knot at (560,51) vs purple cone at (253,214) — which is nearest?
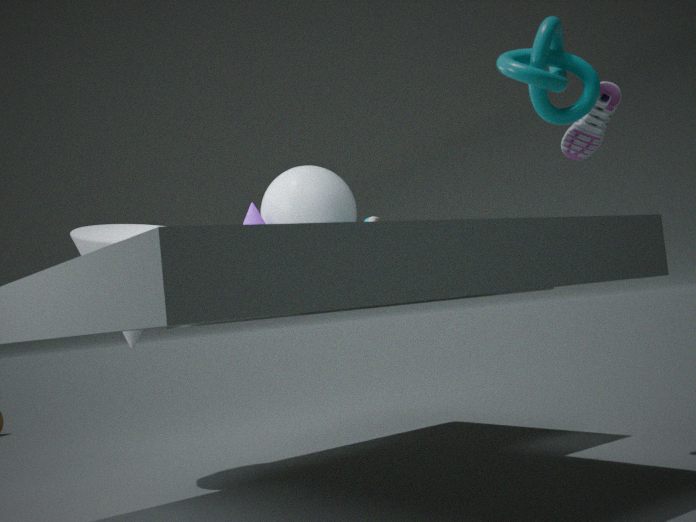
knot at (560,51)
